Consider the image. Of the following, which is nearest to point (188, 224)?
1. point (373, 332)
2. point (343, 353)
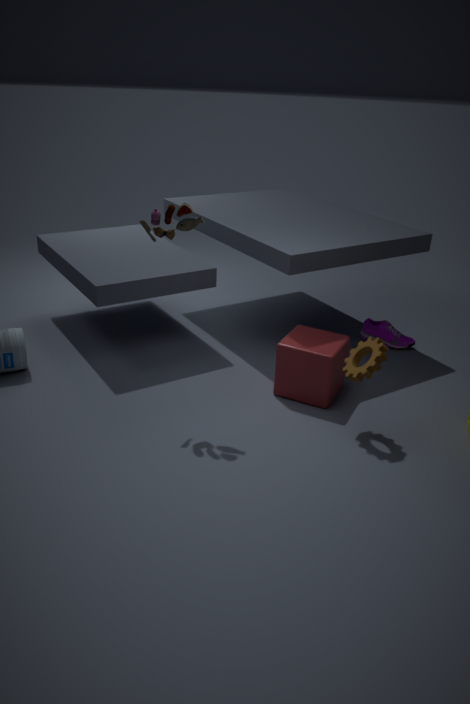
point (343, 353)
